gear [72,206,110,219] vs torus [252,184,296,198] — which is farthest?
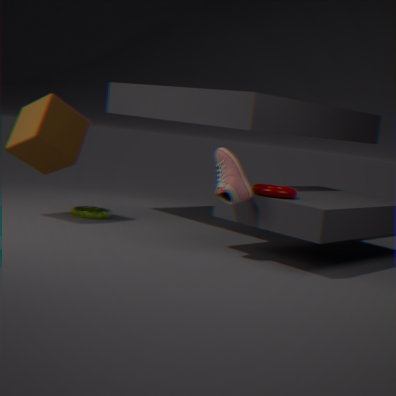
gear [72,206,110,219]
